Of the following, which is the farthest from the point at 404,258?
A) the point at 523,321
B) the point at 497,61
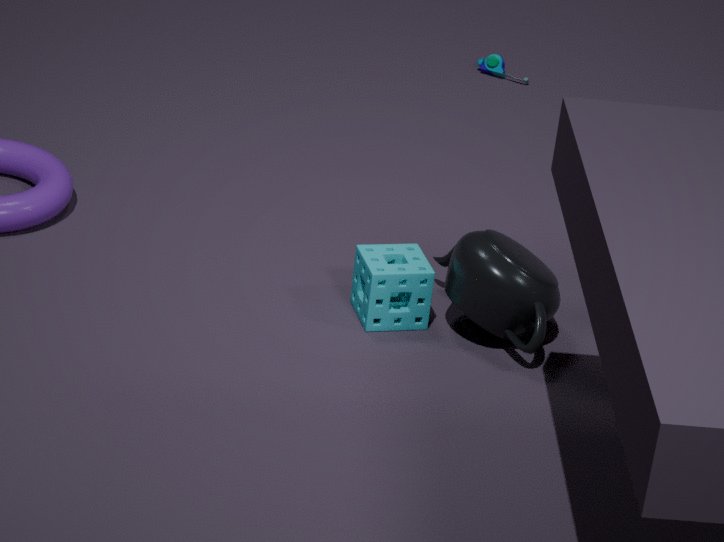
the point at 497,61
